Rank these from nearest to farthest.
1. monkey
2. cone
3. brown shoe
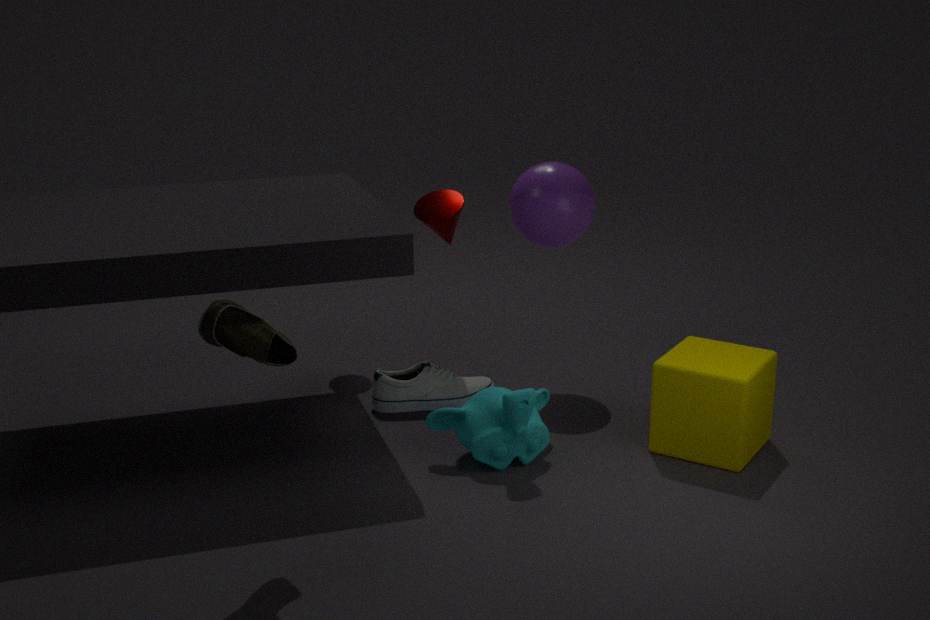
brown shoe < monkey < cone
